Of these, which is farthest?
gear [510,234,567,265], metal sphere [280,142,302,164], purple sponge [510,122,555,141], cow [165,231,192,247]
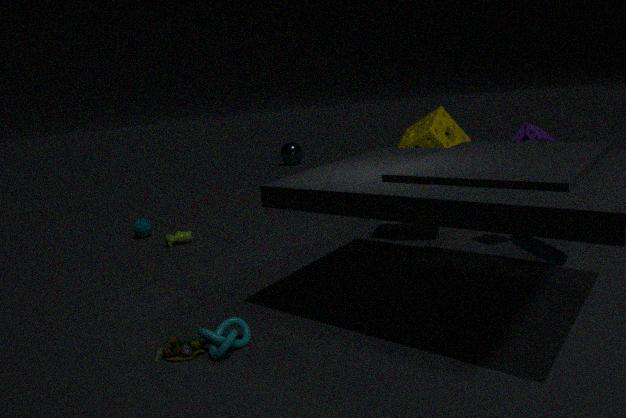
metal sphere [280,142,302,164]
